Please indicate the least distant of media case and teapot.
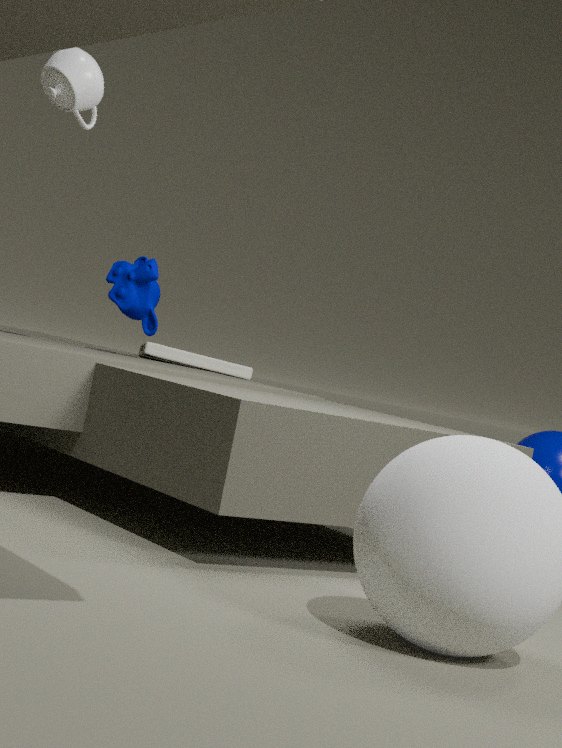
teapot
